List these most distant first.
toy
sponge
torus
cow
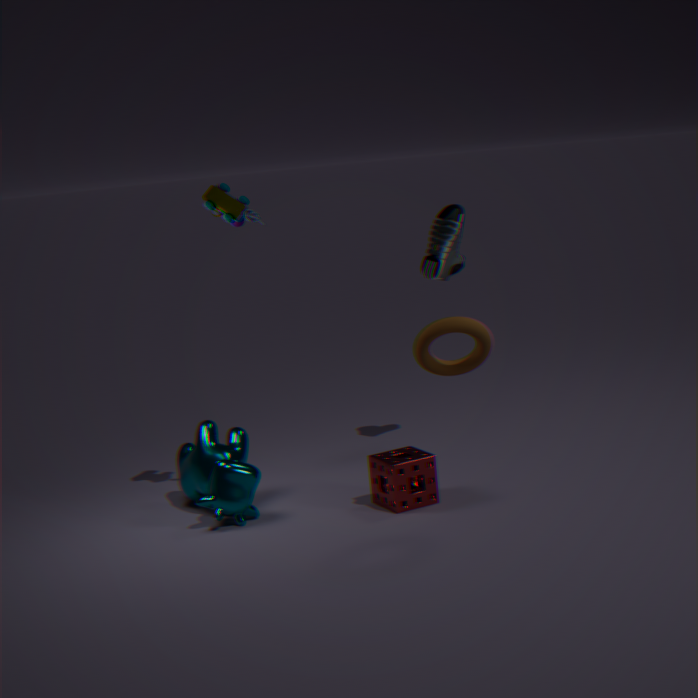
1. toy
2. cow
3. sponge
4. torus
